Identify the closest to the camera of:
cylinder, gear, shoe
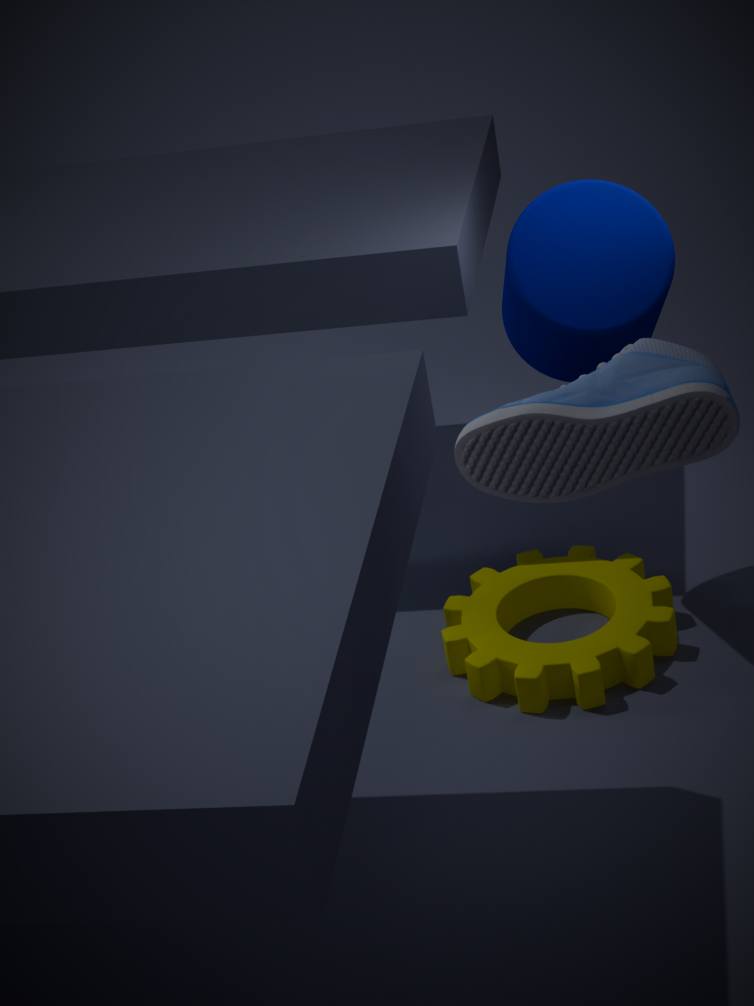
shoe
